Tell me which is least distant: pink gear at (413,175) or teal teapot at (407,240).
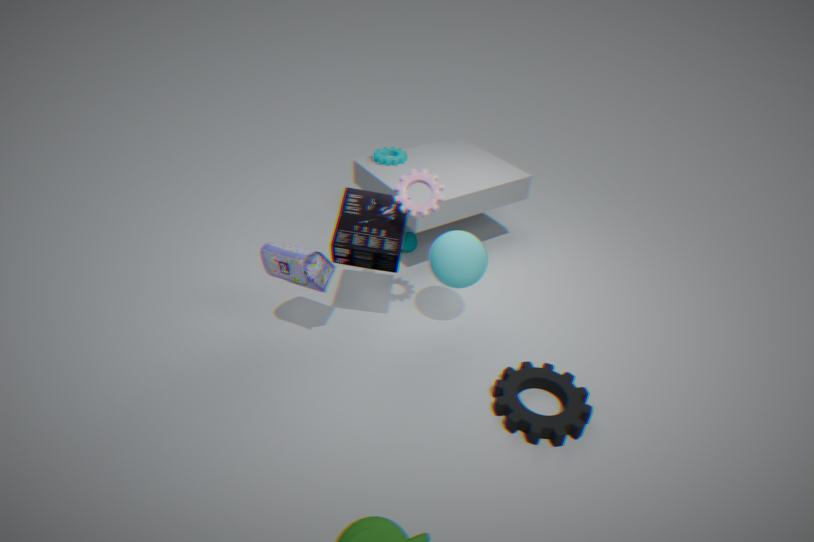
pink gear at (413,175)
